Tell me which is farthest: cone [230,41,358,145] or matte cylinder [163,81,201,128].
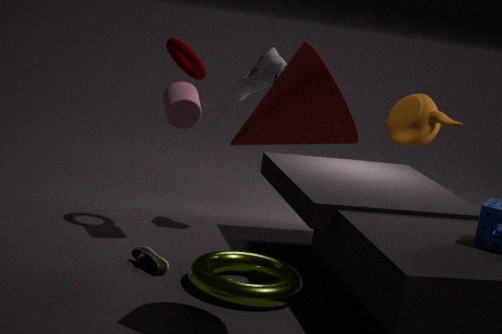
matte cylinder [163,81,201,128]
